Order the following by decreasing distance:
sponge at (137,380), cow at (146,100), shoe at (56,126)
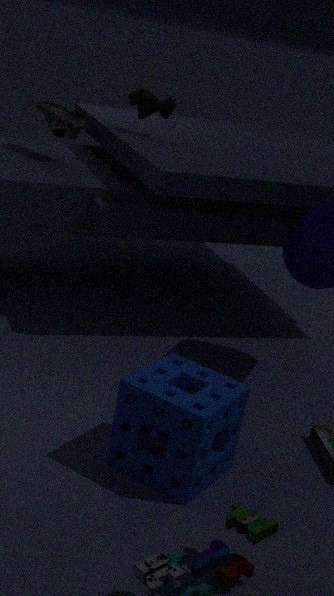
cow at (146,100), shoe at (56,126), sponge at (137,380)
